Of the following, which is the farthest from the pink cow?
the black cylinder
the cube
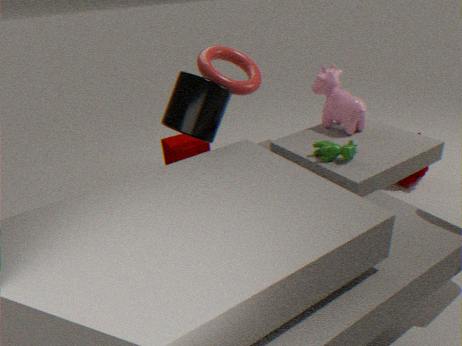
the cube
